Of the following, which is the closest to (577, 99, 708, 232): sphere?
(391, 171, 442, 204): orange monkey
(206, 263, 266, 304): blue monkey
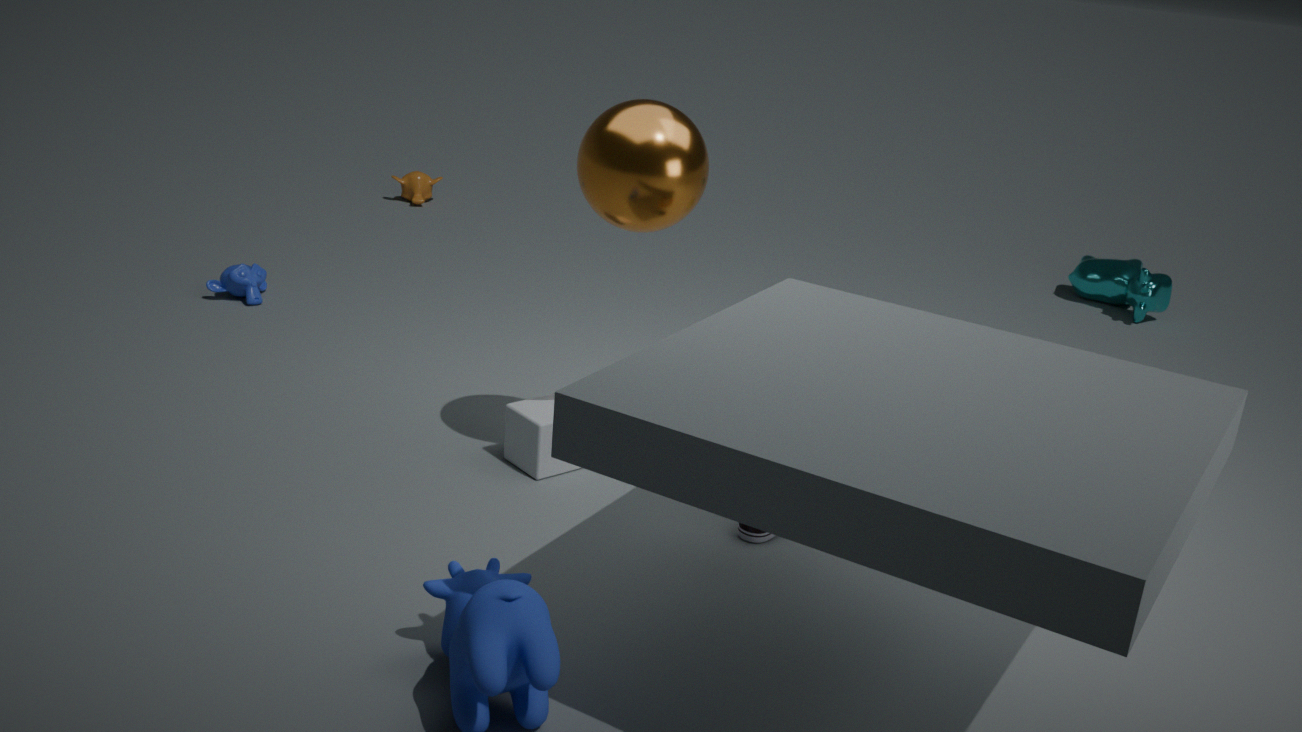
(206, 263, 266, 304): blue monkey
